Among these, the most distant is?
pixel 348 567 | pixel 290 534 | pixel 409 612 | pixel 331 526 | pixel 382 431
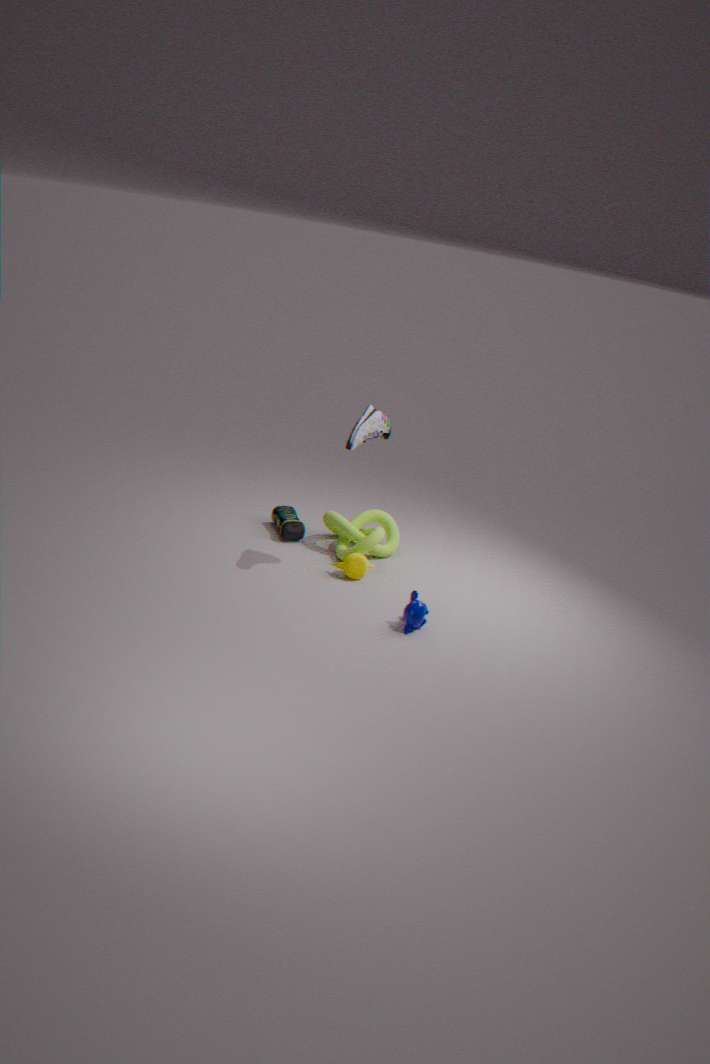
pixel 331 526
